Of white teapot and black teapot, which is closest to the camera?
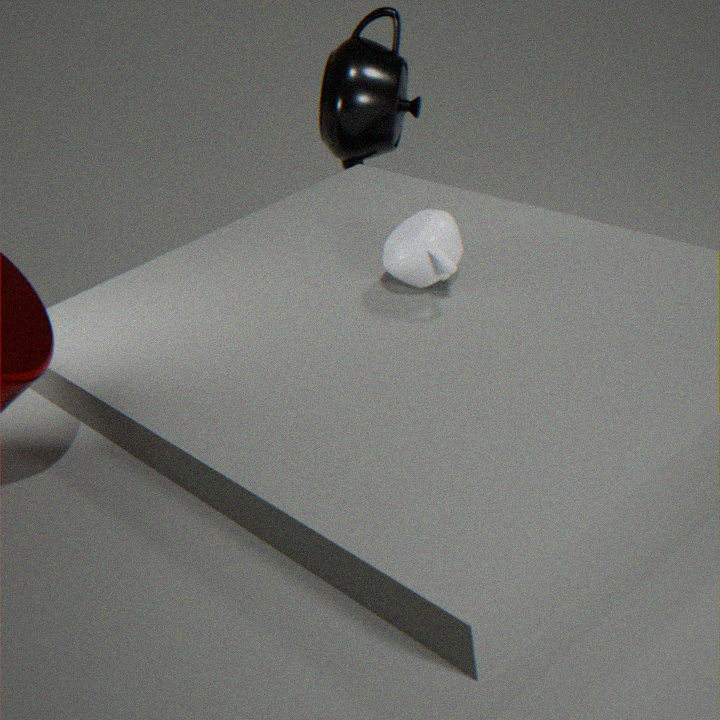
white teapot
